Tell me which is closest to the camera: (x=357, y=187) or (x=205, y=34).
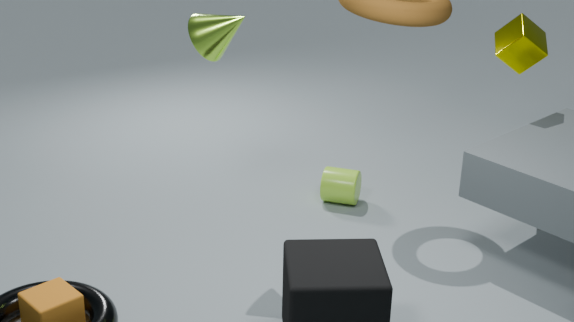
(x=205, y=34)
